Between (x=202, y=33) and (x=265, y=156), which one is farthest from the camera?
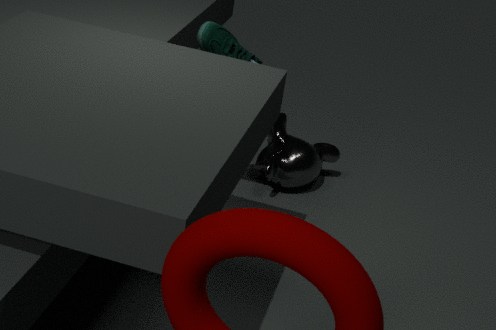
(x=265, y=156)
